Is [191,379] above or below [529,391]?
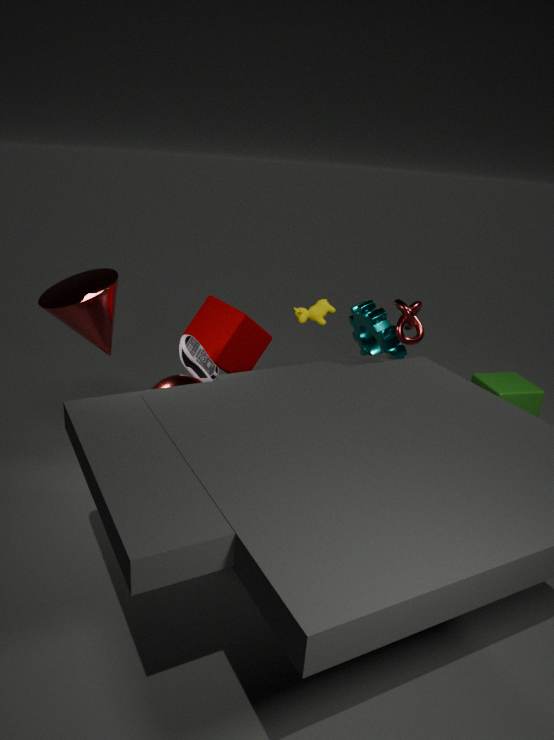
above
